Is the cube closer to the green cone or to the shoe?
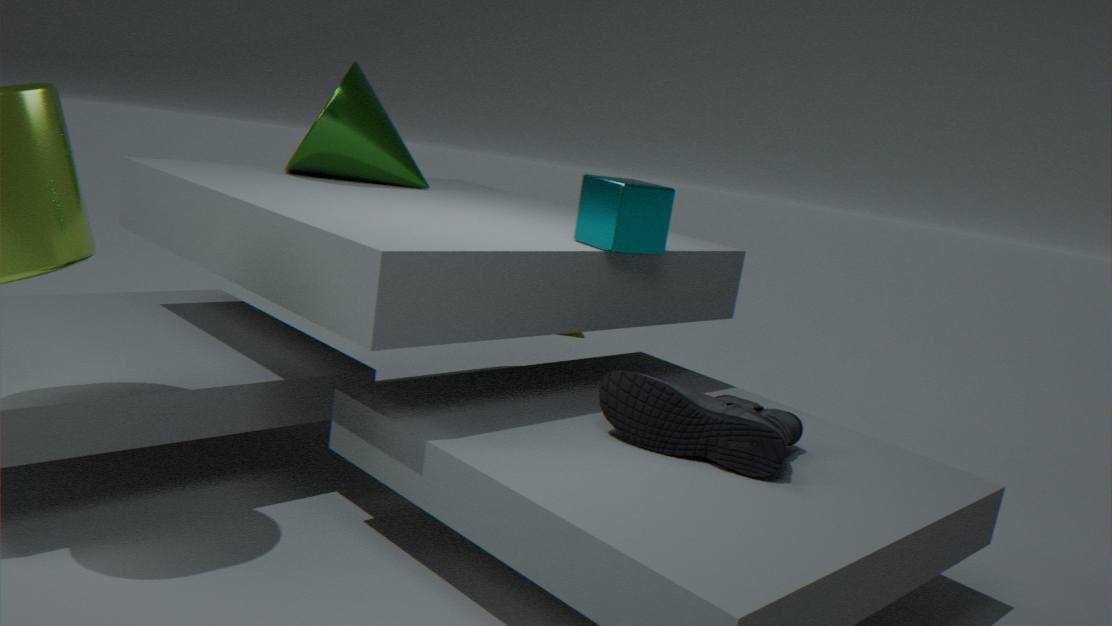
the shoe
